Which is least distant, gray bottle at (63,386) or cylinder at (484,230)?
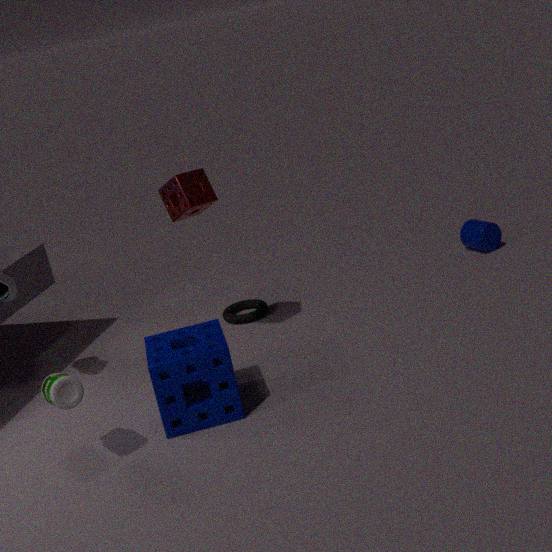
gray bottle at (63,386)
